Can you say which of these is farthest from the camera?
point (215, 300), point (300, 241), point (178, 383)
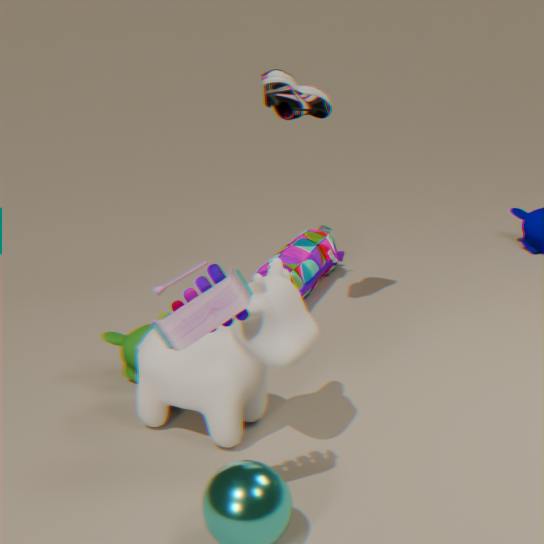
point (300, 241)
